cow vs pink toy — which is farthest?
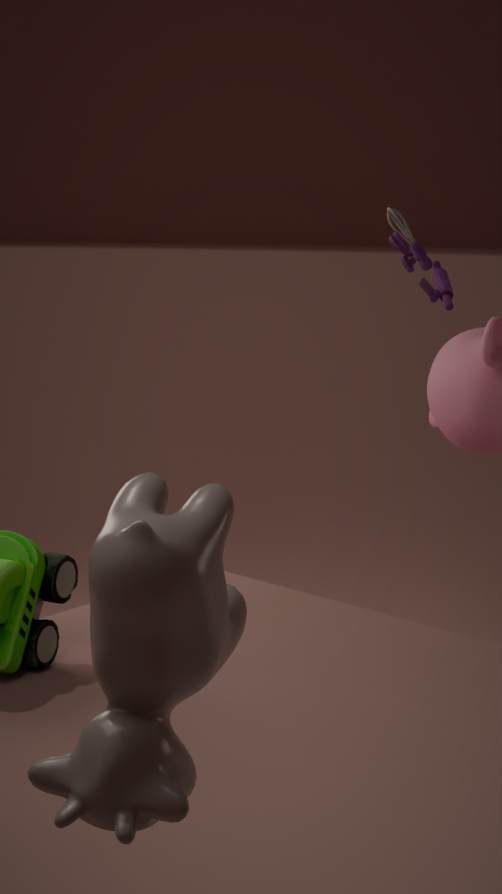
pink toy
